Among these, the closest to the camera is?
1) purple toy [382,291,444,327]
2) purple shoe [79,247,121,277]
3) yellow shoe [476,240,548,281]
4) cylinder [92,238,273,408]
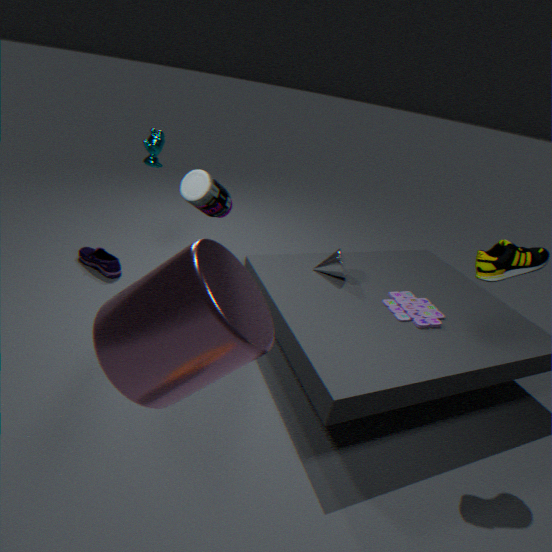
4. cylinder [92,238,273,408]
